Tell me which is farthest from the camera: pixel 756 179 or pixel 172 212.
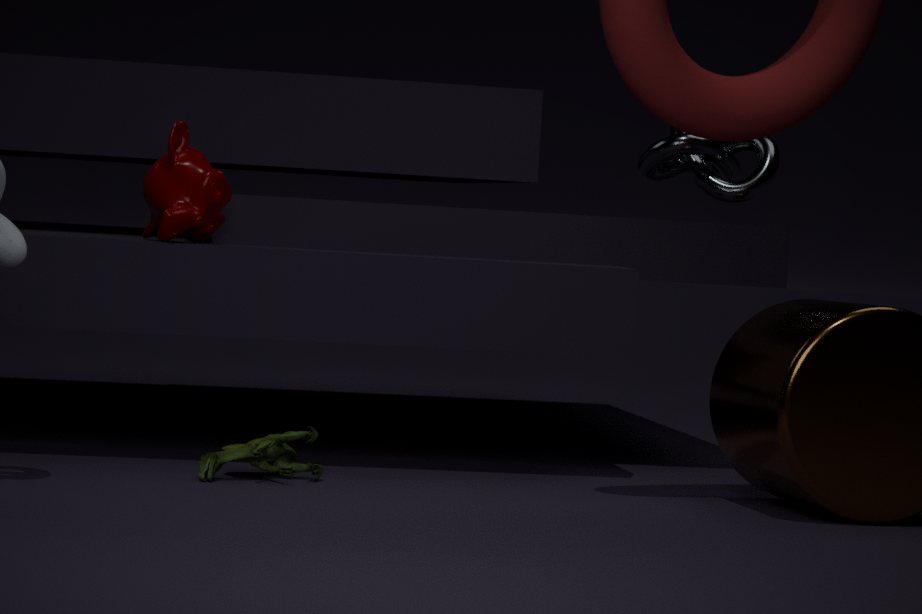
pixel 756 179
